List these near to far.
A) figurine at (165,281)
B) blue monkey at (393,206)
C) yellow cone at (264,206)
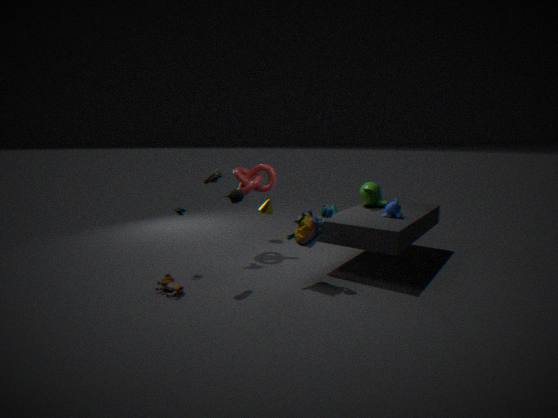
figurine at (165,281) < blue monkey at (393,206) < yellow cone at (264,206)
